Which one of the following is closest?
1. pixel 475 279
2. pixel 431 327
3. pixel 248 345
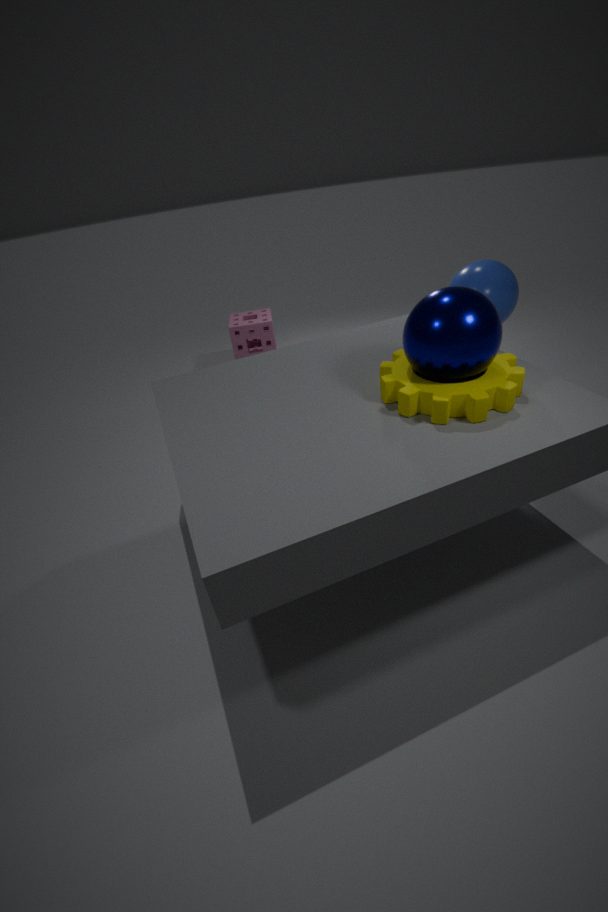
pixel 431 327
